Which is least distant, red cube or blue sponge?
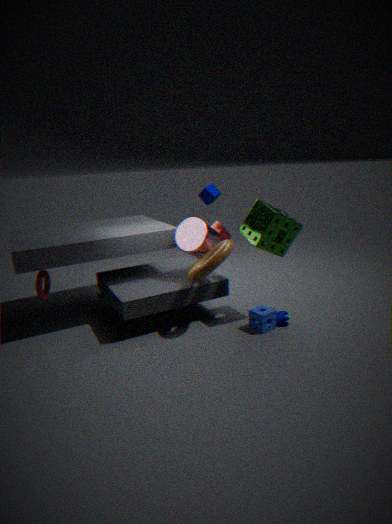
blue sponge
